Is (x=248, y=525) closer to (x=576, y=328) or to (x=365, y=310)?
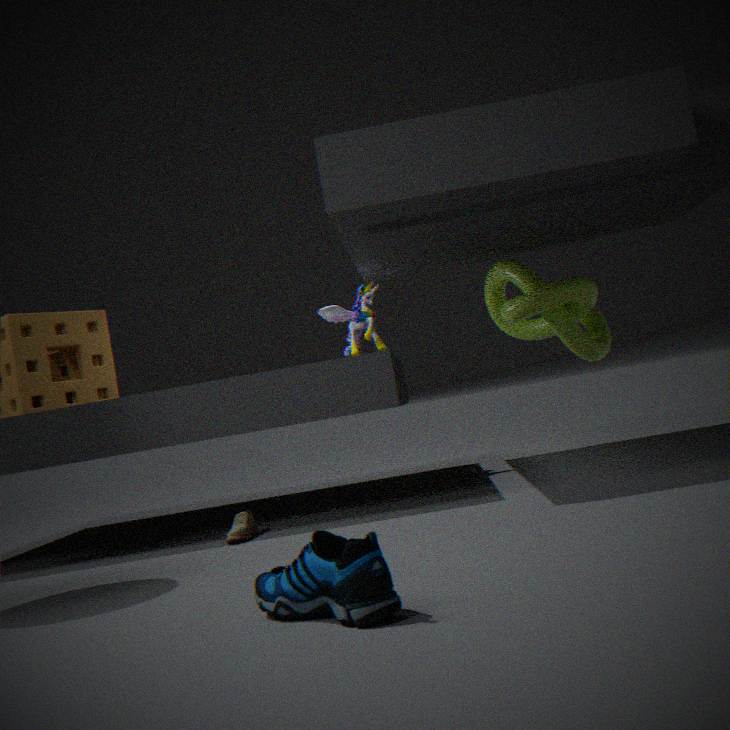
(x=365, y=310)
